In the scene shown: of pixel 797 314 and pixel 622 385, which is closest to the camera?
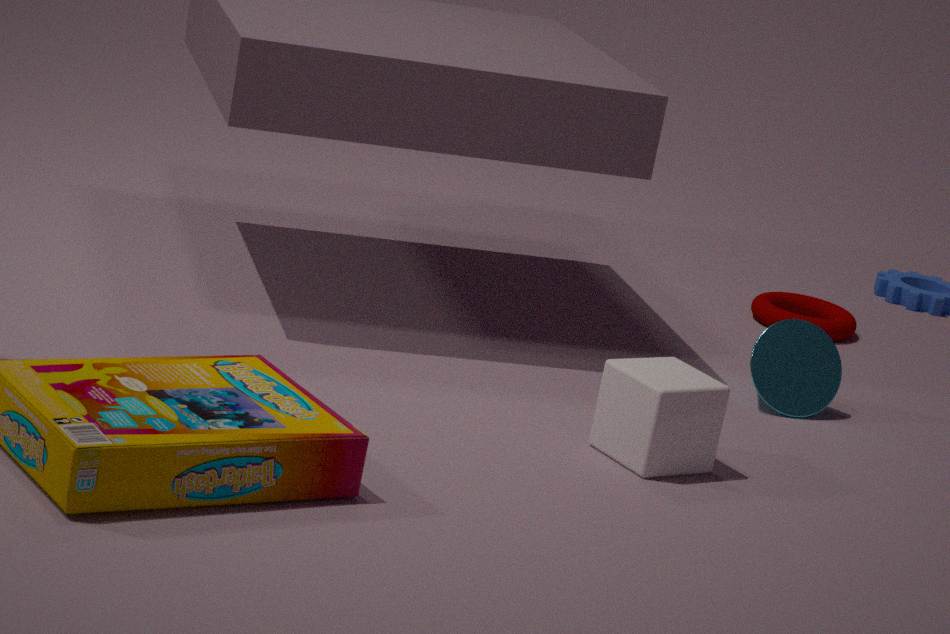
pixel 622 385
